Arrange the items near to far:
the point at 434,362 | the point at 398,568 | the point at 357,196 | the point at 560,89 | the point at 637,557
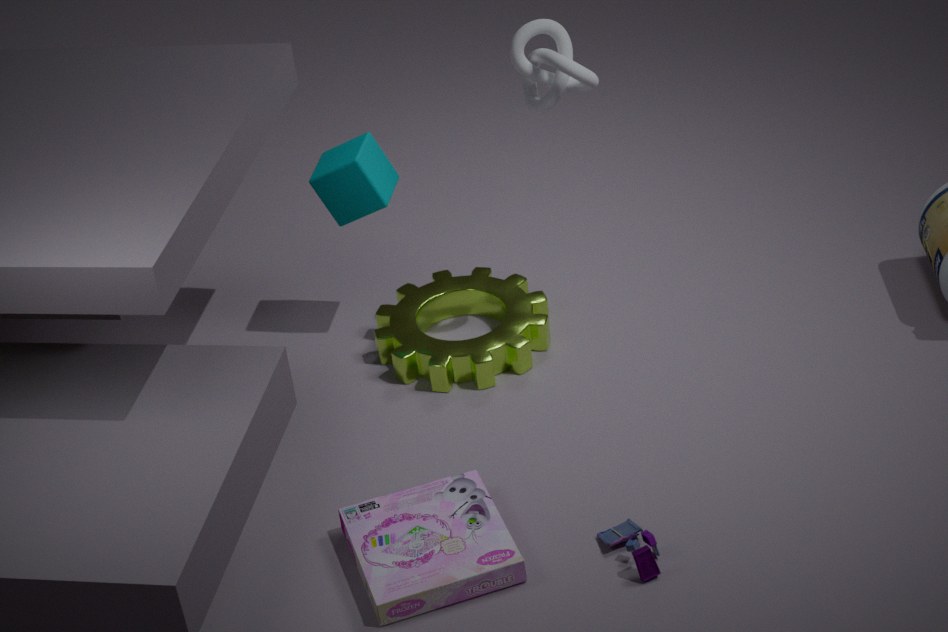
the point at 637,557, the point at 398,568, the point at 560,89, the point at 434,362, the point at 357,196
